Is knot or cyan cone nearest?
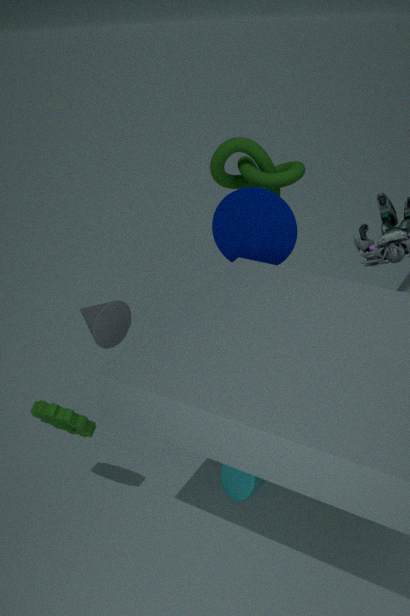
cyan cone
